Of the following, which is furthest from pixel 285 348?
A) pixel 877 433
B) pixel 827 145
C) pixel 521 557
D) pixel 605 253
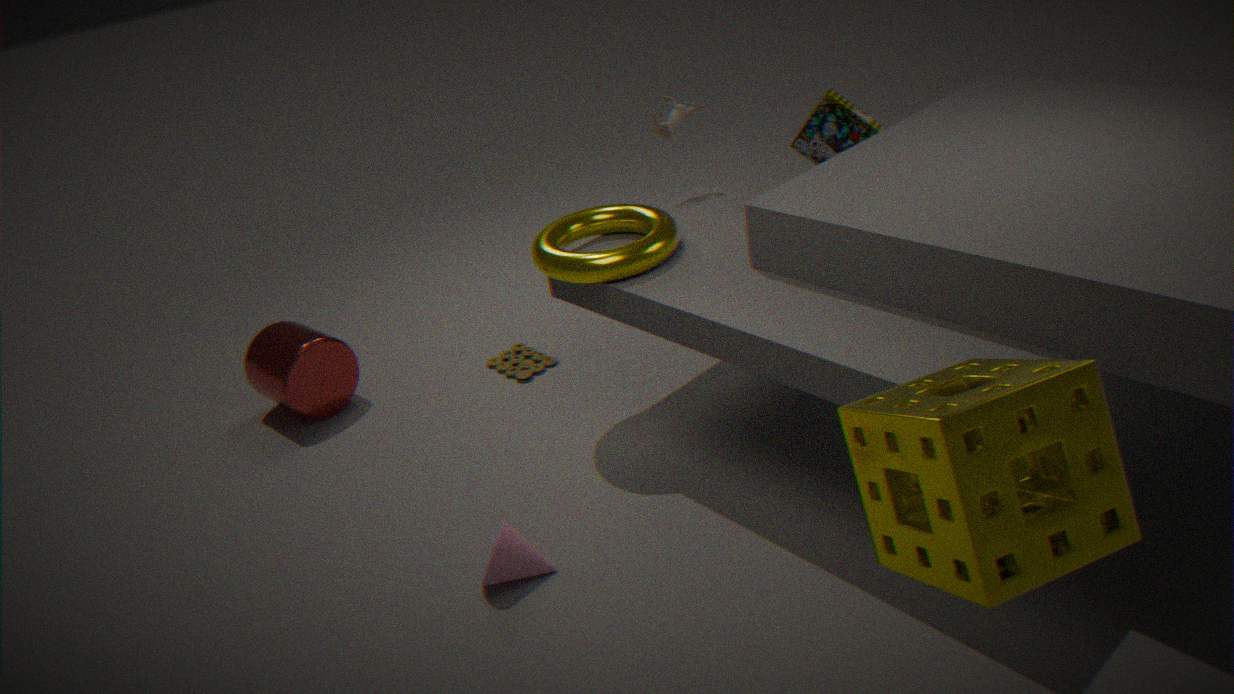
pixel 877 433
